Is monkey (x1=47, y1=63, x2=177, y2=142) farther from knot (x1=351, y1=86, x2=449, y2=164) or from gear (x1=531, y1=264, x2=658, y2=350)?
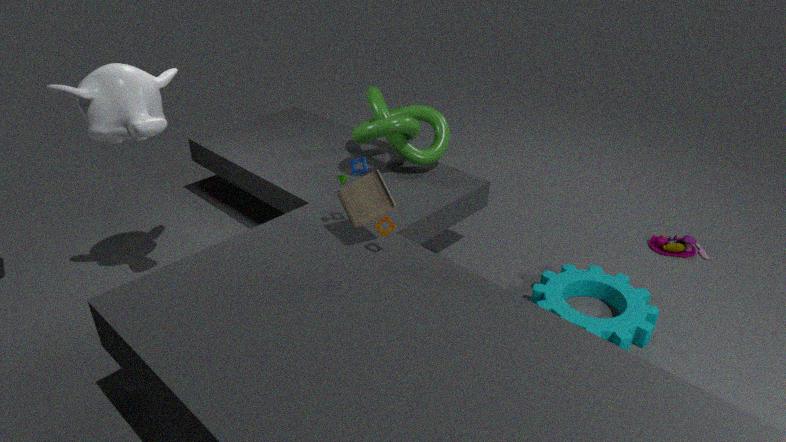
gear (x1=531, y1=264, x2=658, y2=350)
